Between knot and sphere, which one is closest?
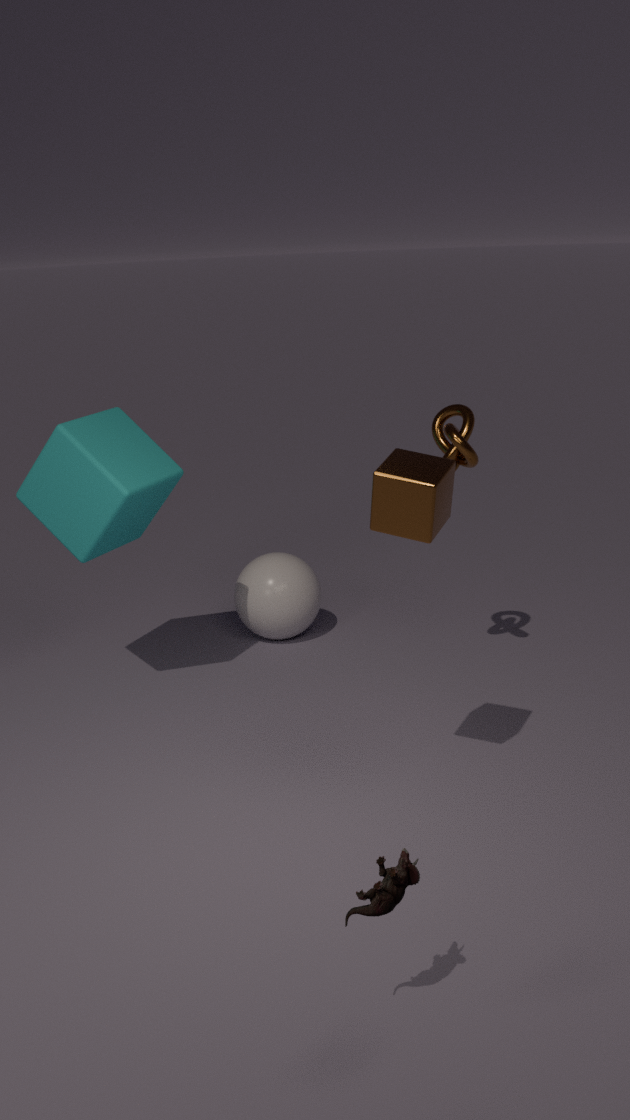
knot
